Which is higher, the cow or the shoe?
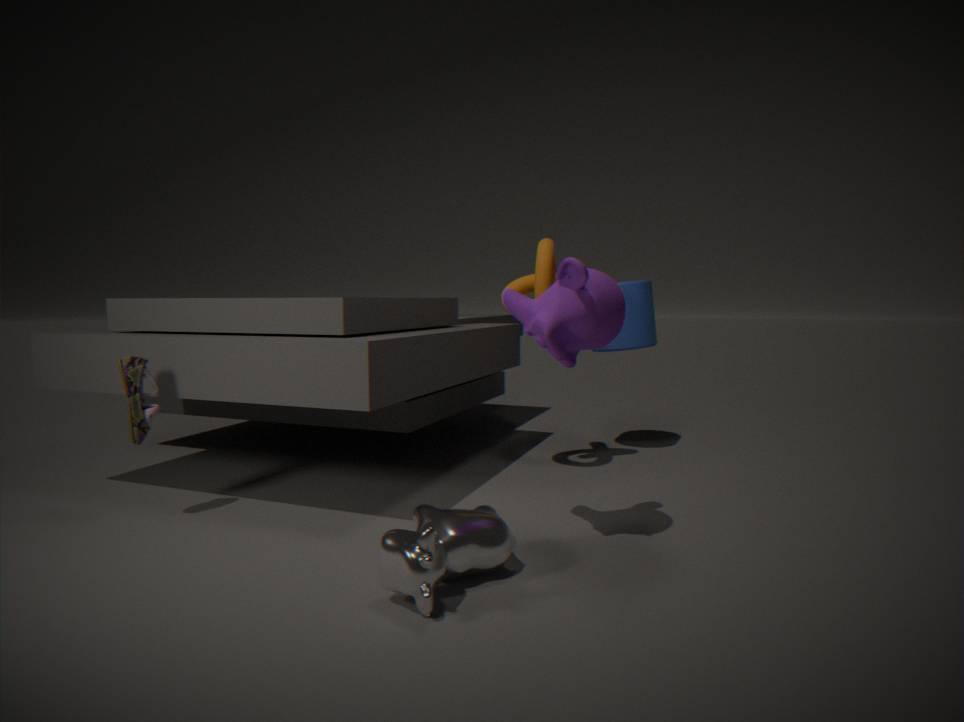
the shoe
